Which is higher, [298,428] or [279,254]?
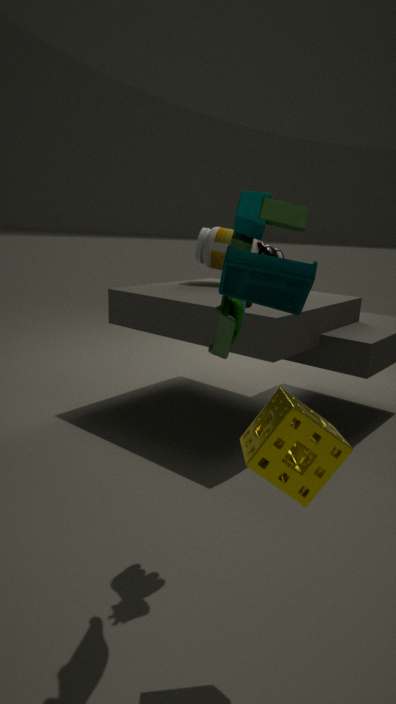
[279,254]
